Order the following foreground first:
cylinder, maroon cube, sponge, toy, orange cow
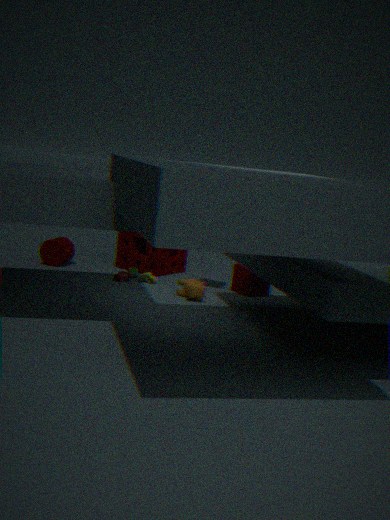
orange cow < maroon cube < toy < cylinder < sponge
